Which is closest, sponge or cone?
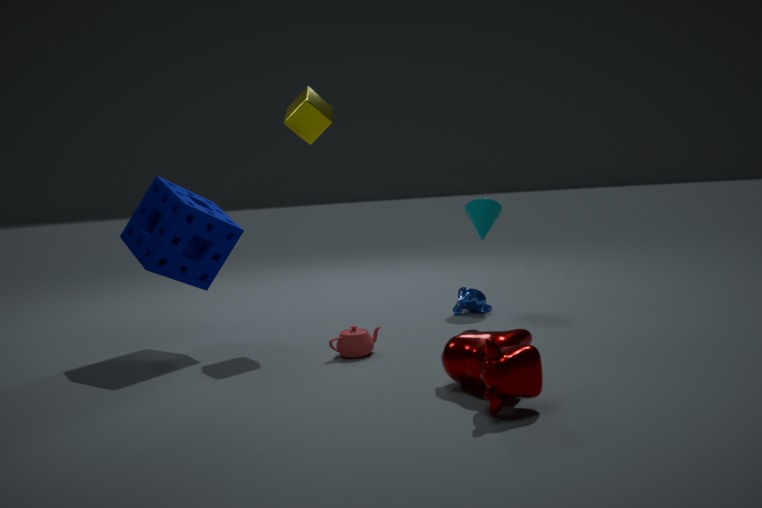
sponge
